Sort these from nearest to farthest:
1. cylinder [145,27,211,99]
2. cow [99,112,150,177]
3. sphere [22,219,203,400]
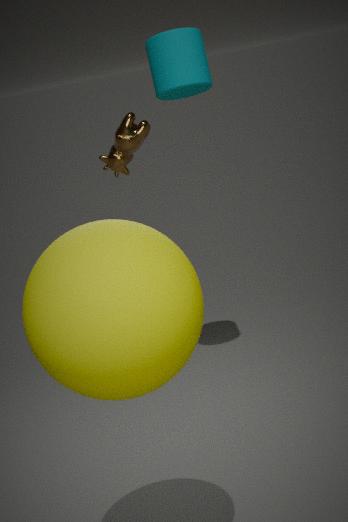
1. sphere [22,219,203,400]
2. cylinder [145,27,211,99]
3. cow [99,112,150,177]
